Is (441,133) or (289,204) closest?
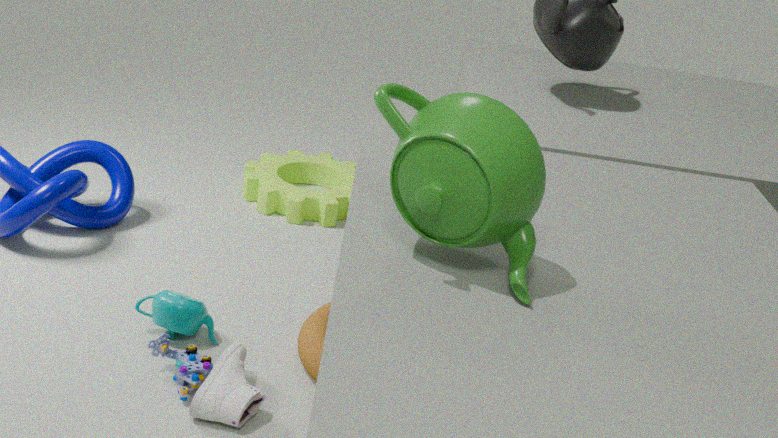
(441,133)
